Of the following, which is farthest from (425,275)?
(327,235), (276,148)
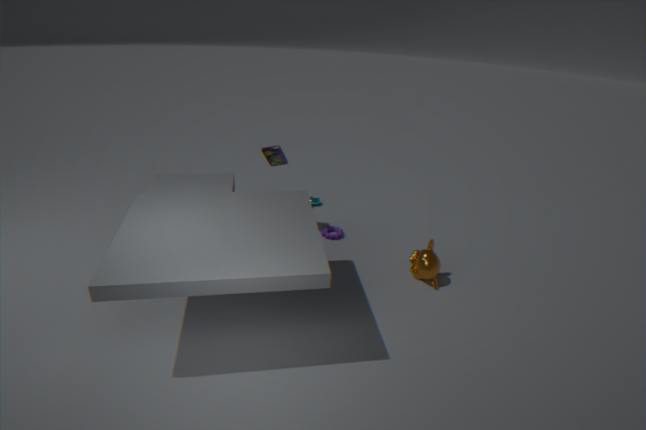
(276,148)
